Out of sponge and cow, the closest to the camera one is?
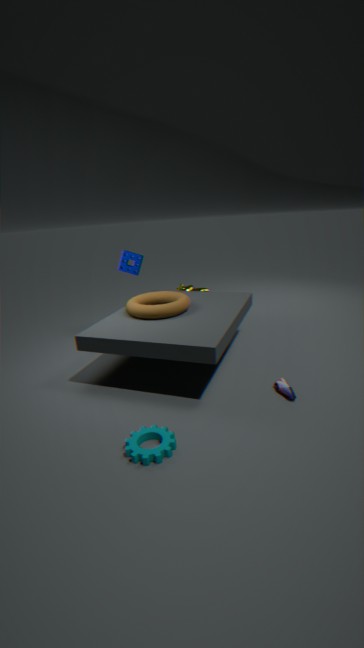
sponge
